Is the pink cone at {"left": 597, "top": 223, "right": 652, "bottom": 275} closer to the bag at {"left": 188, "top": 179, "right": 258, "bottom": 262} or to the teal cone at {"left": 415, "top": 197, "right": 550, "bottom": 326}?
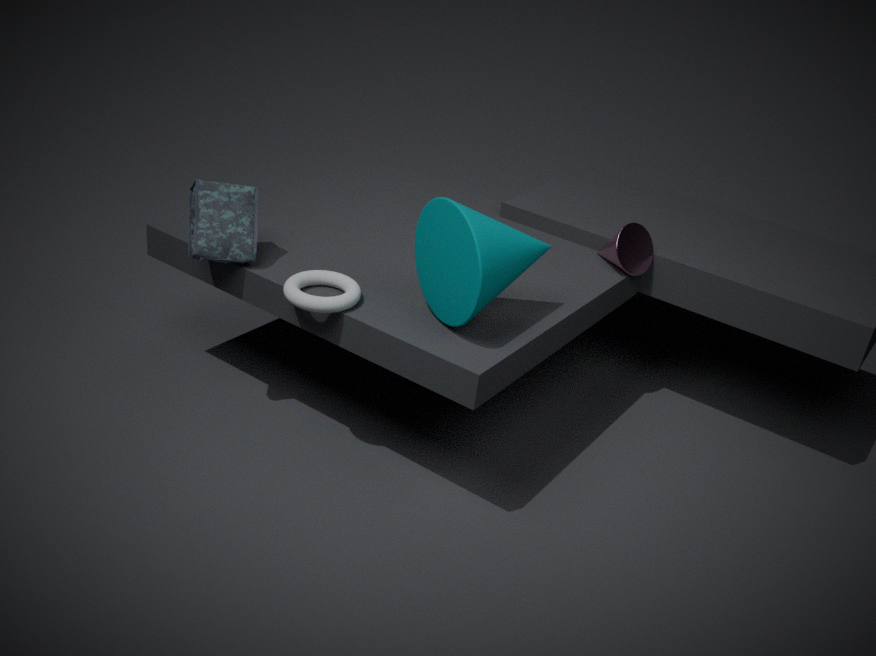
the teal cone at {"left": 415, "top": 197, "right": 550, "bottom": 326}
